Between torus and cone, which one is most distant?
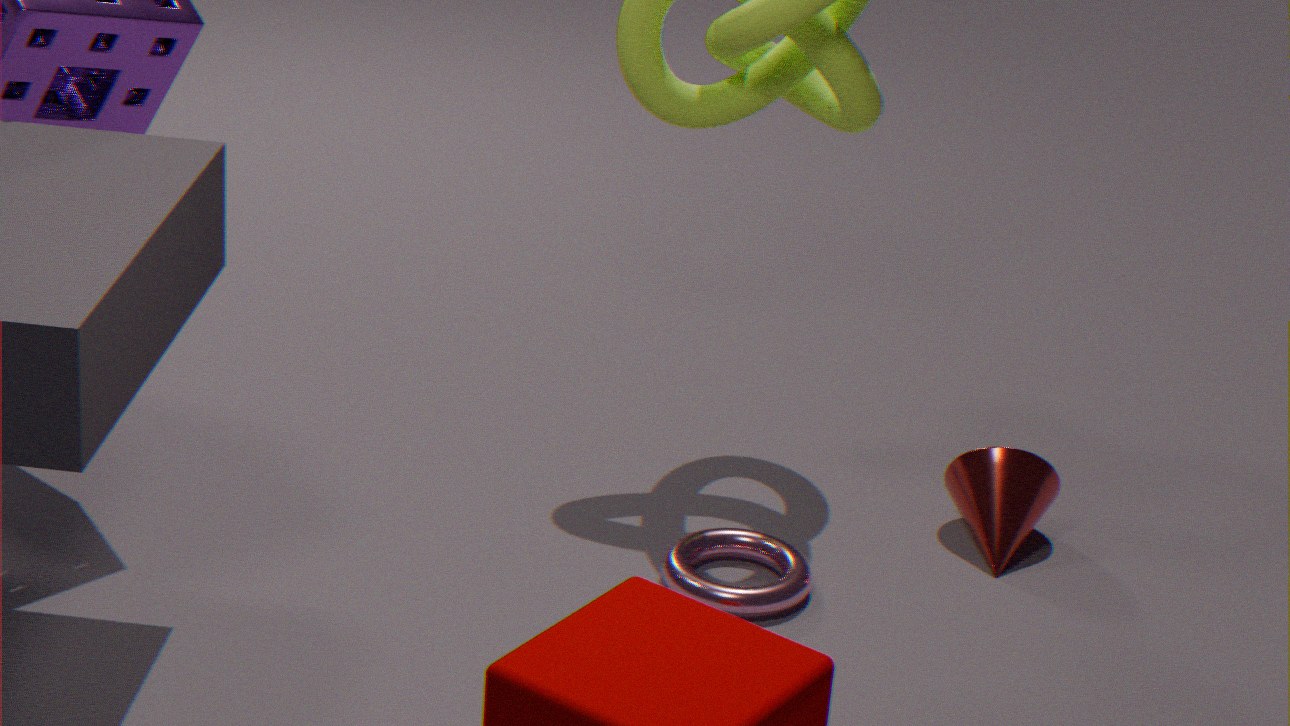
cone
